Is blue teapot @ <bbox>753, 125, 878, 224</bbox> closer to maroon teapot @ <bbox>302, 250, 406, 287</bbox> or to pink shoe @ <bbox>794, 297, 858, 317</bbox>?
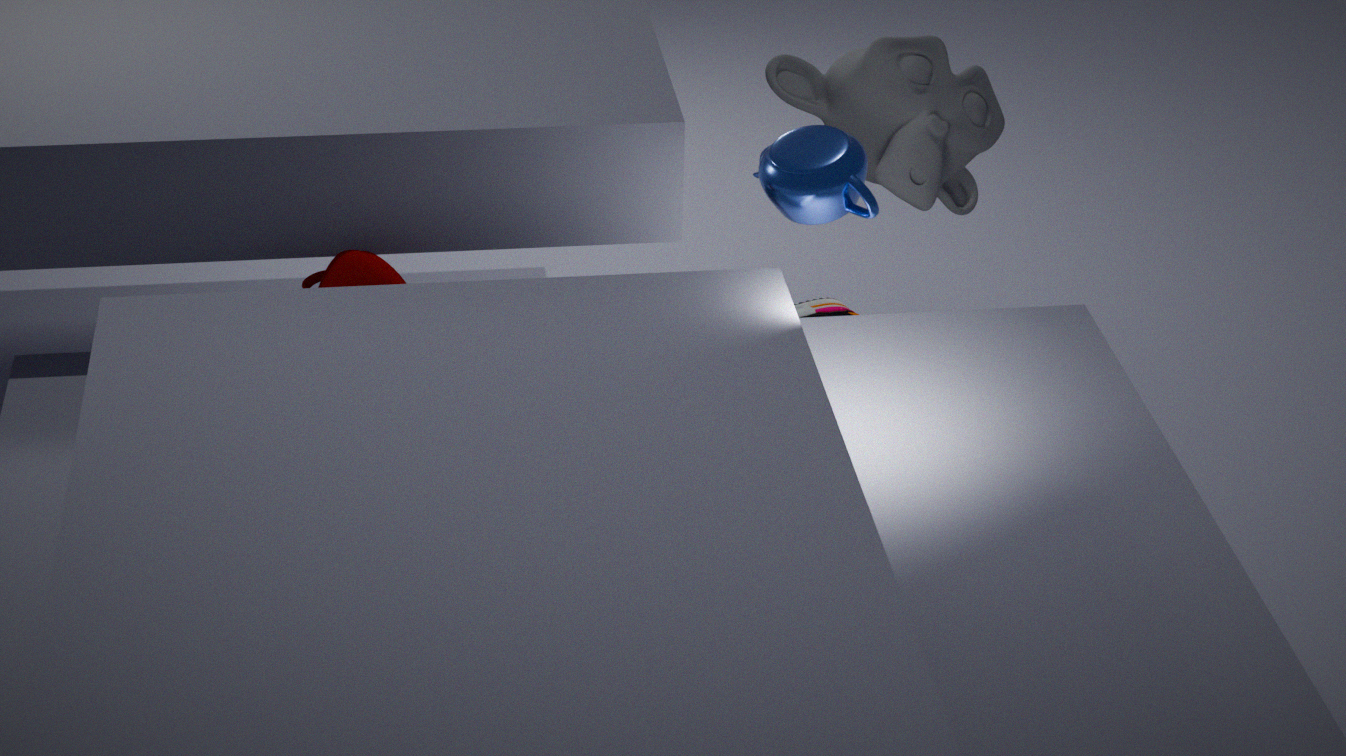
maroon teapot @ <bbox>302, 250, 406, 287</bbox>
